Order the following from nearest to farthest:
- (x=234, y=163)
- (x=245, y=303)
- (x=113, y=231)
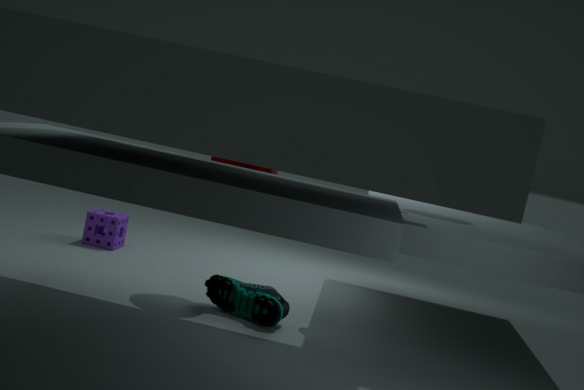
(x=245, y=303) → (x=234, y=163) → (x=113, y=231)
